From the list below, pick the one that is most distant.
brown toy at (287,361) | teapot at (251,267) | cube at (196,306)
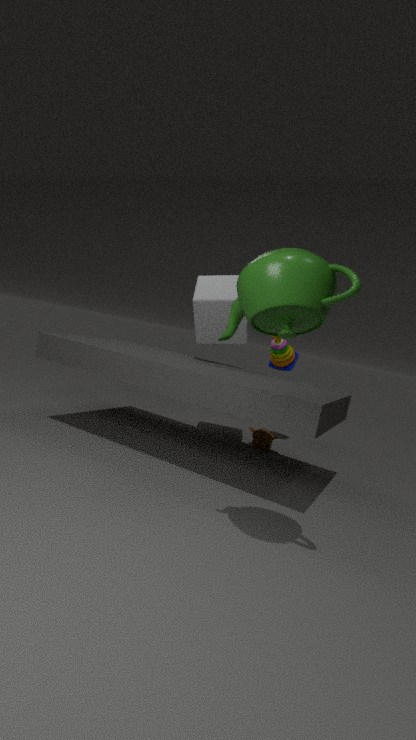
brown toy at (287,361)
